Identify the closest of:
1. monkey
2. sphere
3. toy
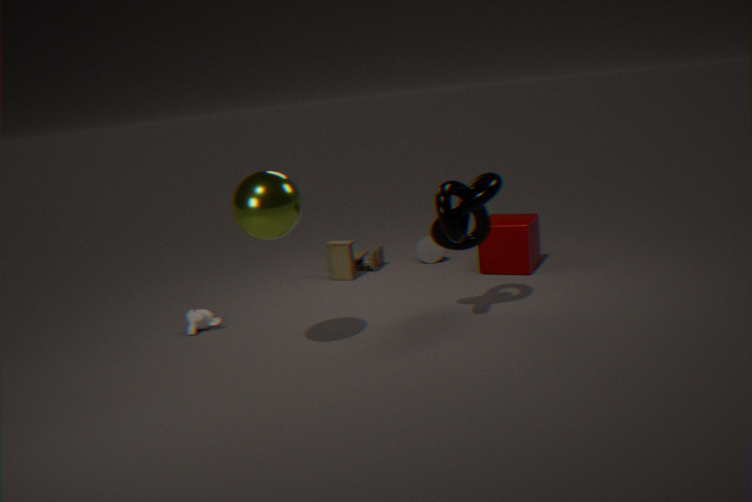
sphere
